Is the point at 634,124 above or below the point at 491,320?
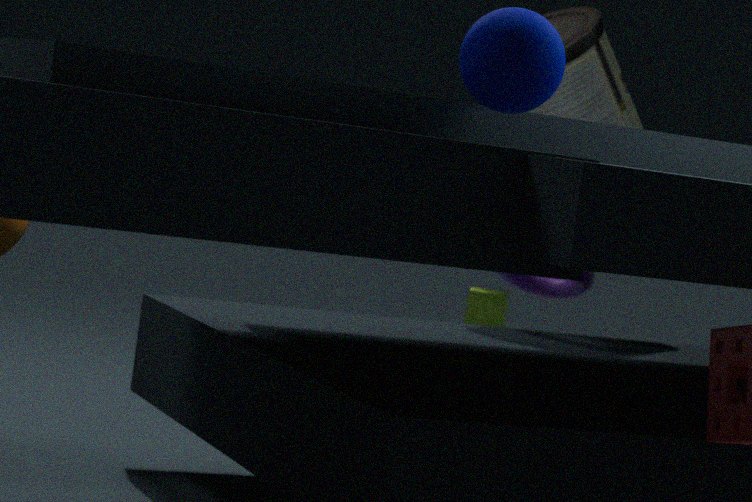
above
